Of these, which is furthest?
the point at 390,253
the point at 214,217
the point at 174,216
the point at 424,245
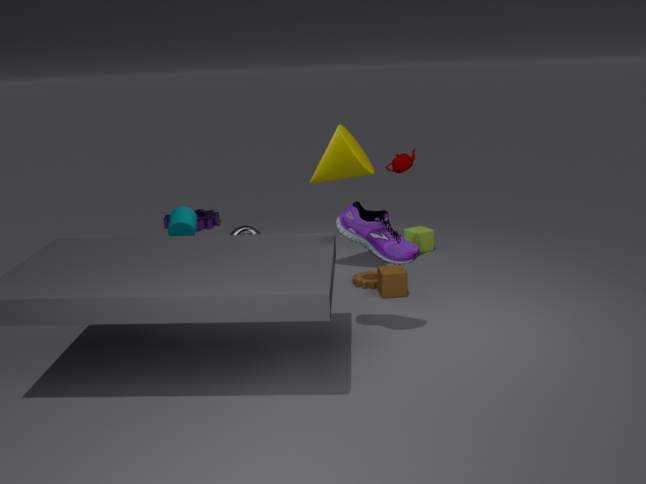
the point at 214,217
